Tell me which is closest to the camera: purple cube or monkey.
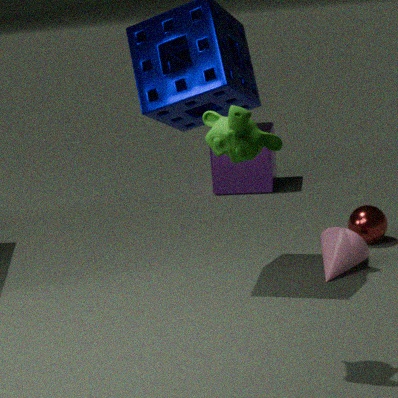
monkey
